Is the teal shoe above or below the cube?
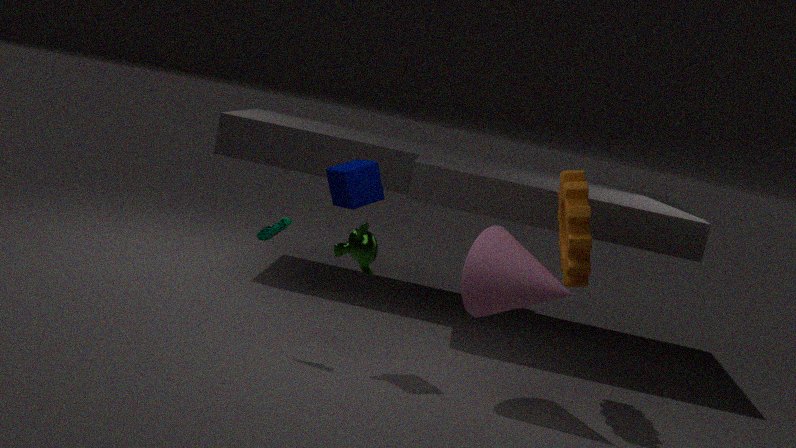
below
